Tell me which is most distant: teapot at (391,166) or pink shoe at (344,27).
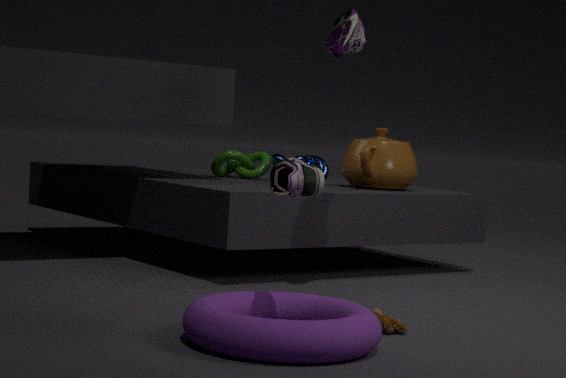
teapot at (391,166)
